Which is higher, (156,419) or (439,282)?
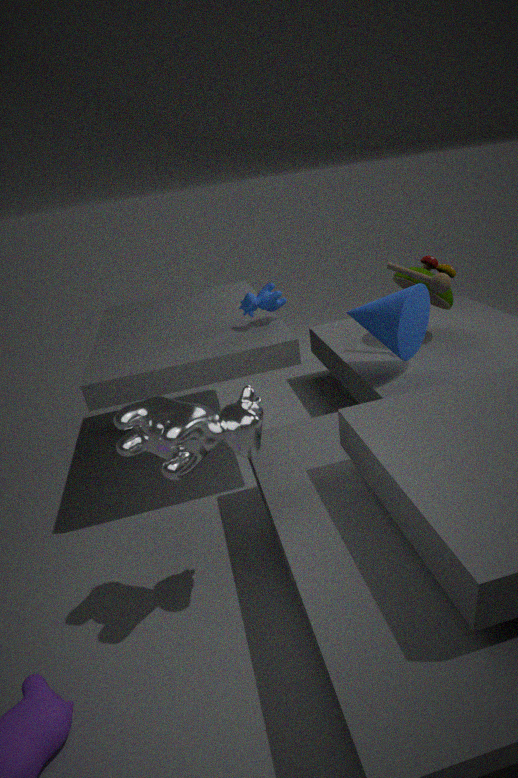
(156,419)
